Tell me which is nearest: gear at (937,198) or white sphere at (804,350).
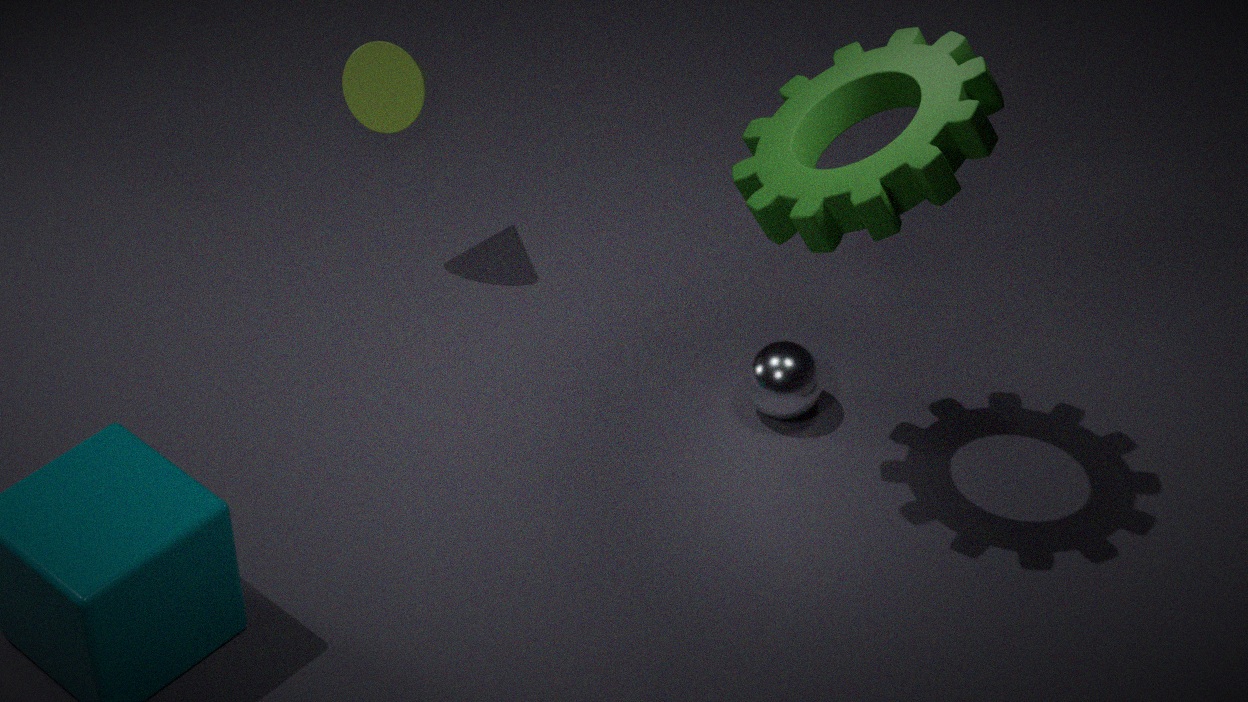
gear at (937,198)
